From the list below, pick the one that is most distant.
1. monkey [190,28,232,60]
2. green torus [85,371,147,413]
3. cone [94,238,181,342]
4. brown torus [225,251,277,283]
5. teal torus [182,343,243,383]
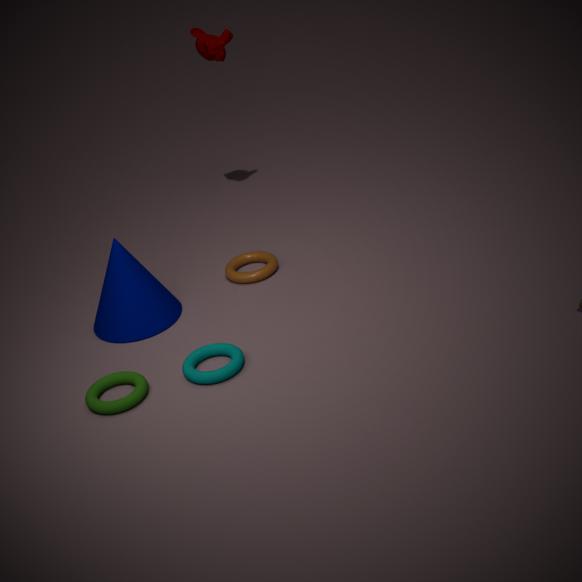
monkey [190,28,232,60]
